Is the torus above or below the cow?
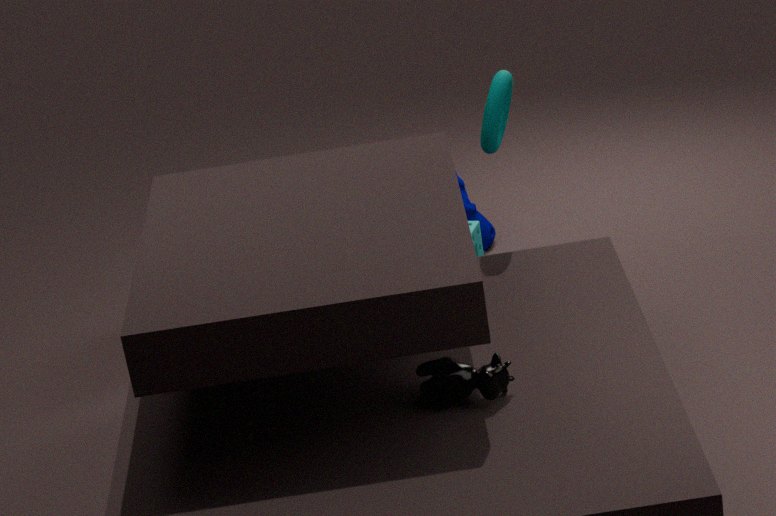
above
